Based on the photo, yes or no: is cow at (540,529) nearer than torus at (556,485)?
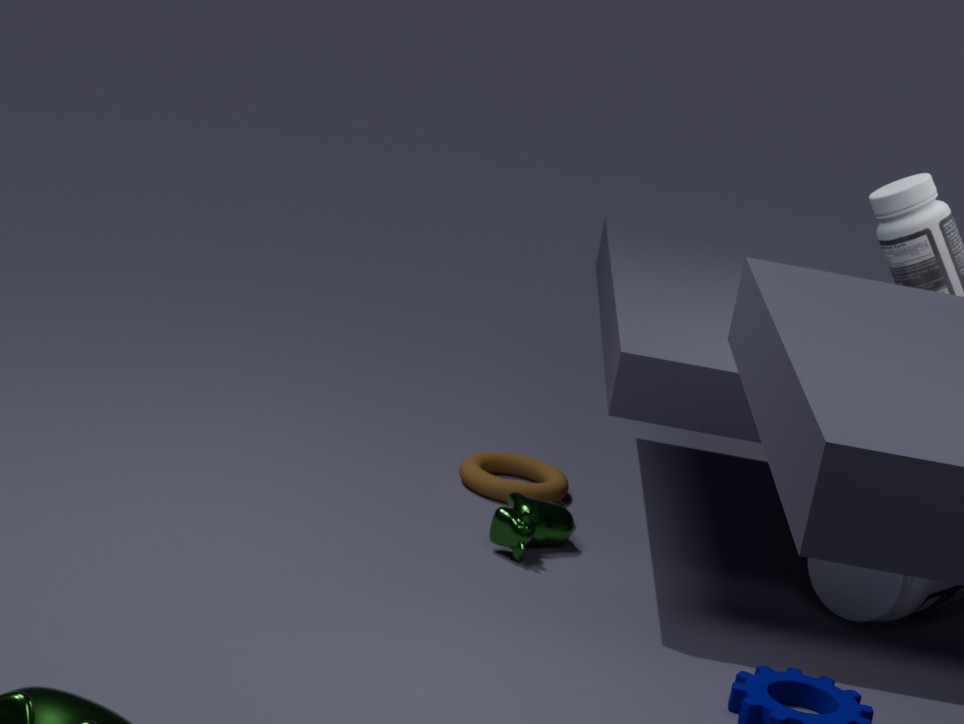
Yes
